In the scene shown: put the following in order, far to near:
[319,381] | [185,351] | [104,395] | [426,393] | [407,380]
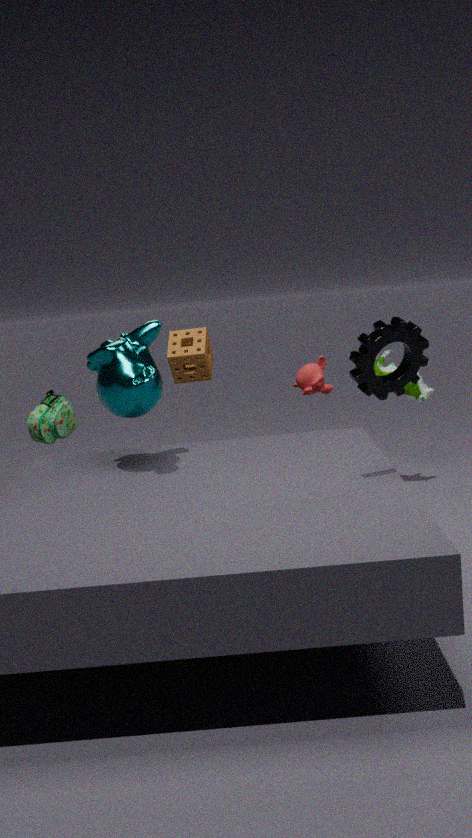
[319,381]
[426,393]
[185,351]
[104,395]
[407,380]
